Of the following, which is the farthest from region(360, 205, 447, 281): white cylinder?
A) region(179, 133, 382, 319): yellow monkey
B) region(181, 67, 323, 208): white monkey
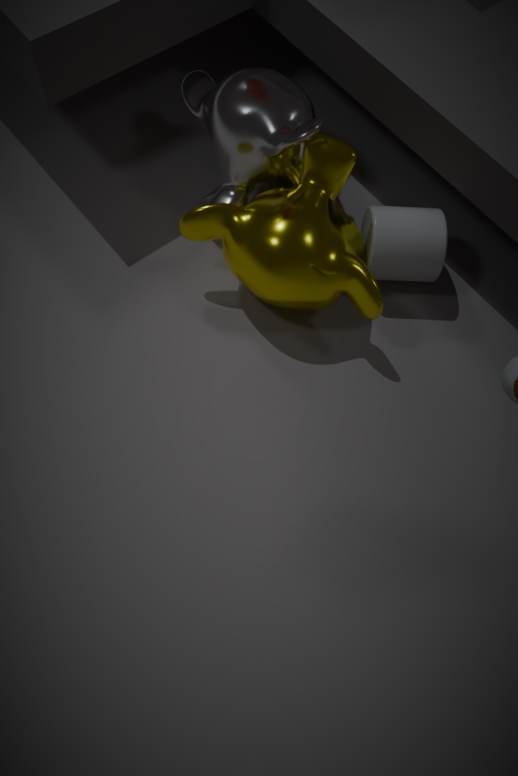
region(181, 67, 323, 208): white monkey
